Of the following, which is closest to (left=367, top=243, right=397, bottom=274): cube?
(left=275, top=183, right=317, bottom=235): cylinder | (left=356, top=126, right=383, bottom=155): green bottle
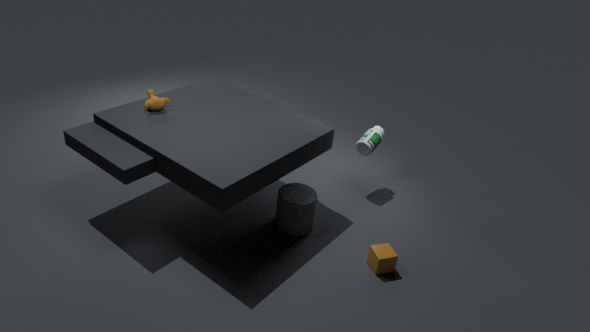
(left=275, top=183, right=317, bottom=235): cylinder
